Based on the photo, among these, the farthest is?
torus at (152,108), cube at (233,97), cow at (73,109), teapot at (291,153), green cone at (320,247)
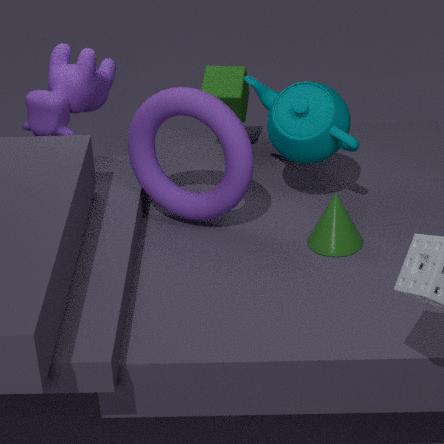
cube at (233,97)
